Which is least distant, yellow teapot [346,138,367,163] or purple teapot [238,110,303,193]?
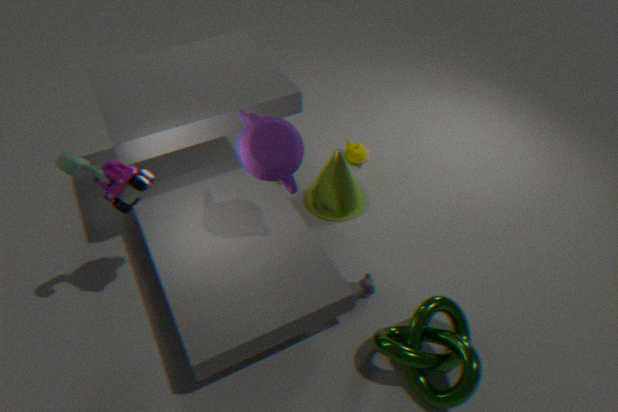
purple teapot [238,110,303,193]
